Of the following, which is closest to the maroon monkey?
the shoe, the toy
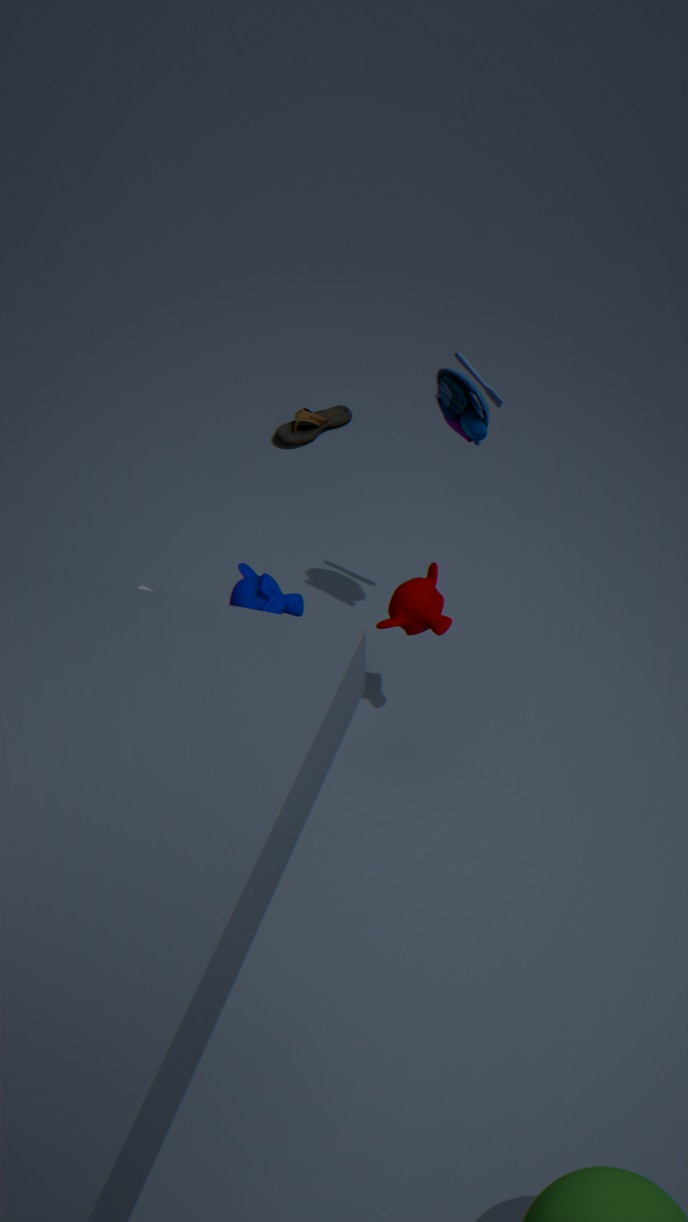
the toy
